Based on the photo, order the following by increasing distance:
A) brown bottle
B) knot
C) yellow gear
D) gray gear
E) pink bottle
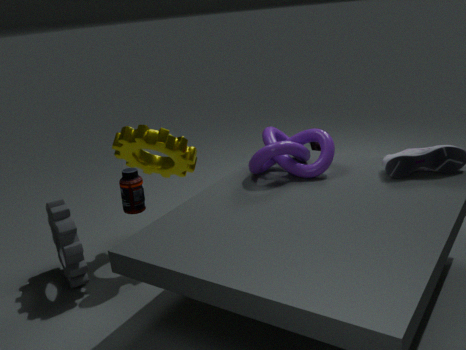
gray gear, brown bottle, knot, yellow gear, pink bottle
